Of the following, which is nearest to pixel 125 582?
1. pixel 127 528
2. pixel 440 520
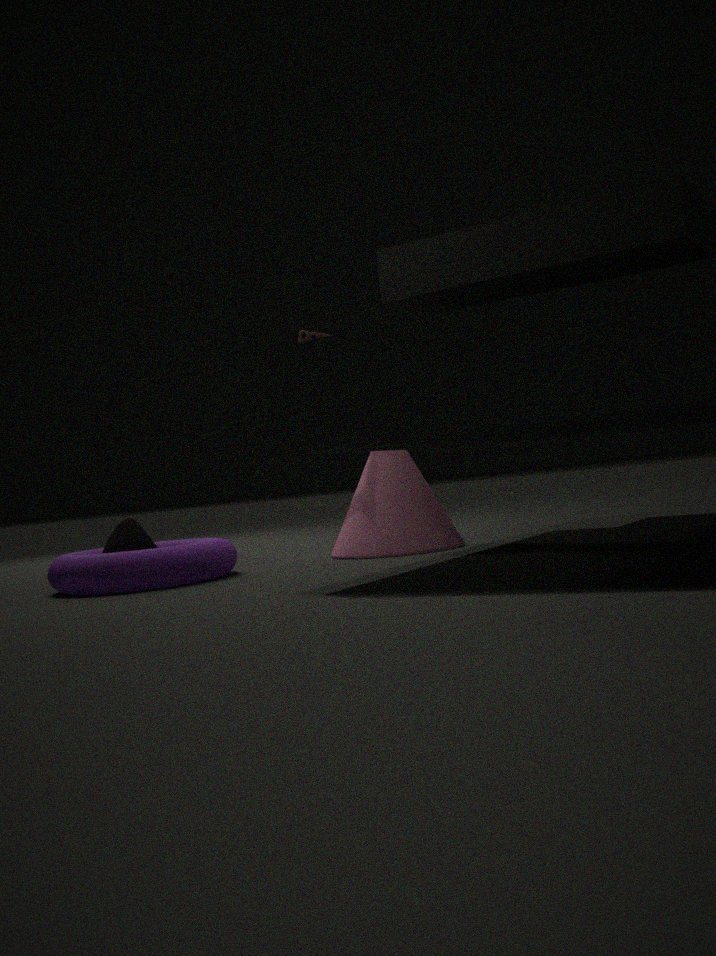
pixel 127 528
